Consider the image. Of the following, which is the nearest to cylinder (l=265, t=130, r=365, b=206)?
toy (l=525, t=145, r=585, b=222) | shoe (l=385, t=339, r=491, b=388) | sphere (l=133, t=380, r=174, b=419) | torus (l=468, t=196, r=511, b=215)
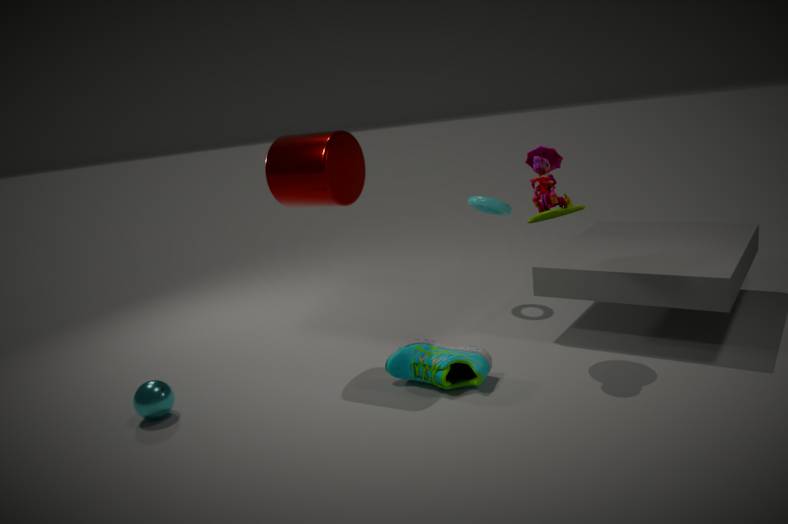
shoe (l=385, t=339, r=491, b=388)
